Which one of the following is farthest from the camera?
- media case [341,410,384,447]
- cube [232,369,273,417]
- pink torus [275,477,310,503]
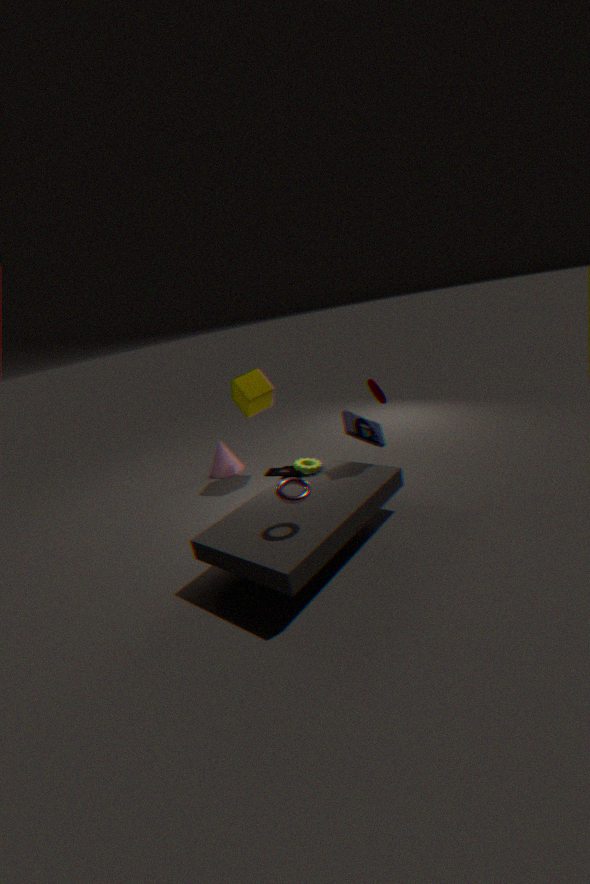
cube [232,369,273,417]
